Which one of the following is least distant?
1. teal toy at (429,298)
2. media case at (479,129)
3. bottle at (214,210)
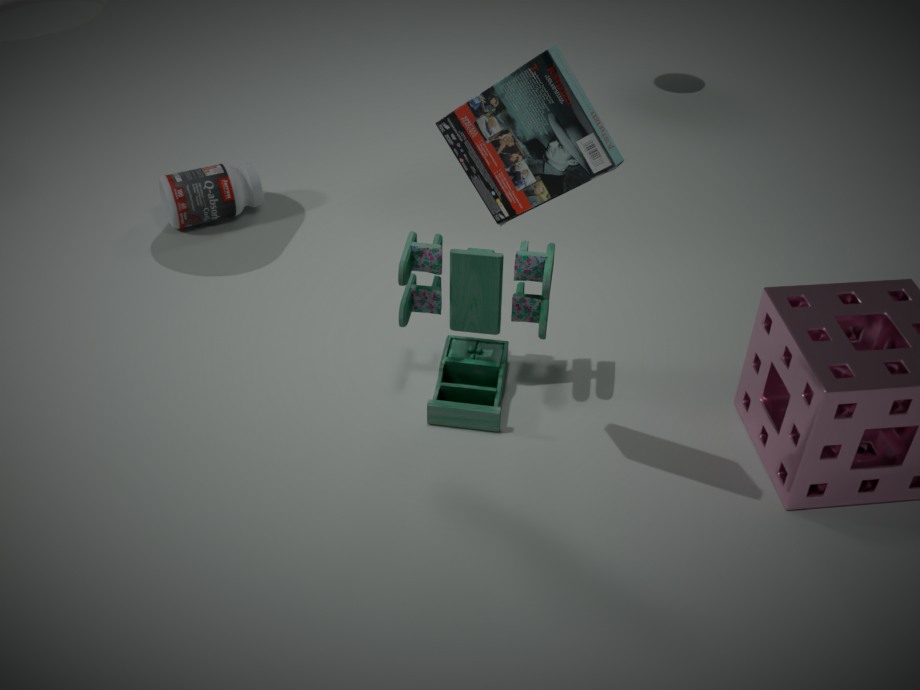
media case at (479,129)
